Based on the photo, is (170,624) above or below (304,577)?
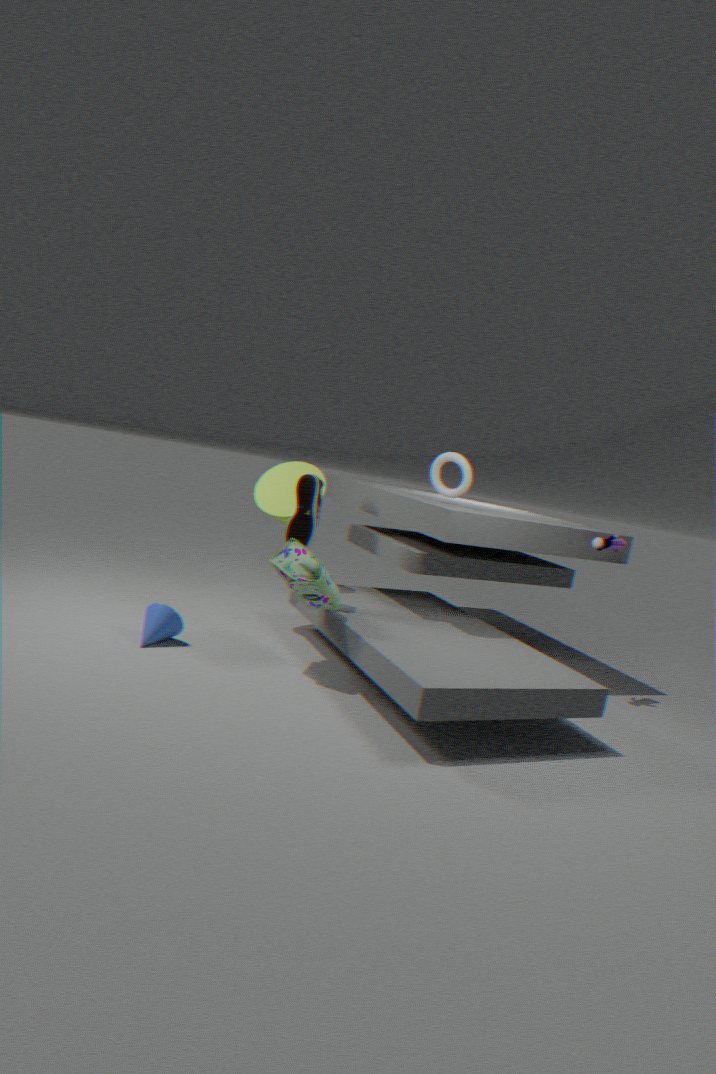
below
